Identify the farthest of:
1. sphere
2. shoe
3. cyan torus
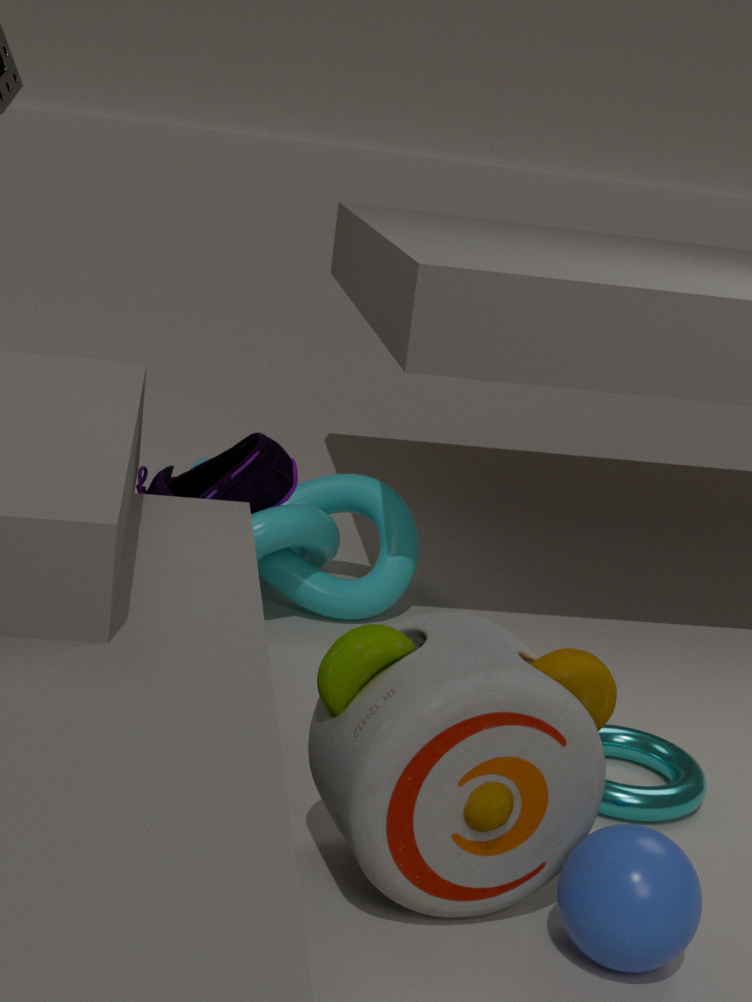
shoe
